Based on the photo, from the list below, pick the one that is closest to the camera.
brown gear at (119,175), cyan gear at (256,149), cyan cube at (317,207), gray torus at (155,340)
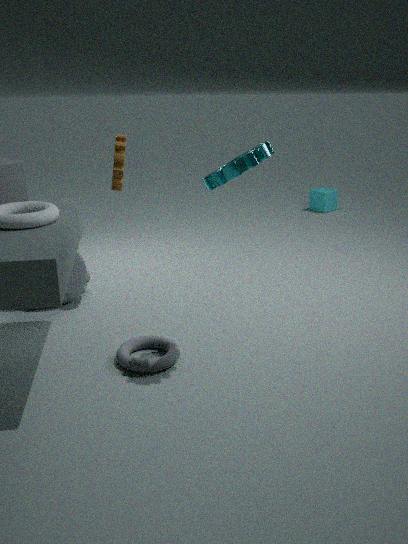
cyan gear at (256,149)
